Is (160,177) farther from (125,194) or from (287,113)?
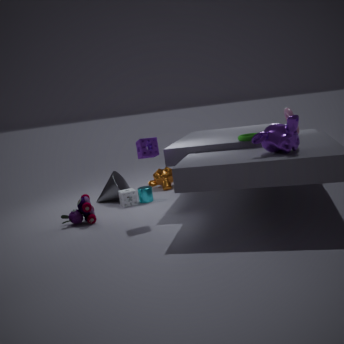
(287,113)
